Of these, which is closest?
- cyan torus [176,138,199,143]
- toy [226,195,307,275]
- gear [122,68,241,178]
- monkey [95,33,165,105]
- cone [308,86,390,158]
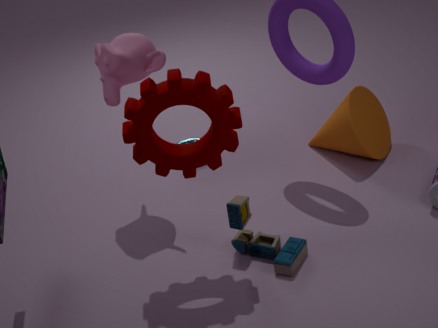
gear [122,68,241,178]
